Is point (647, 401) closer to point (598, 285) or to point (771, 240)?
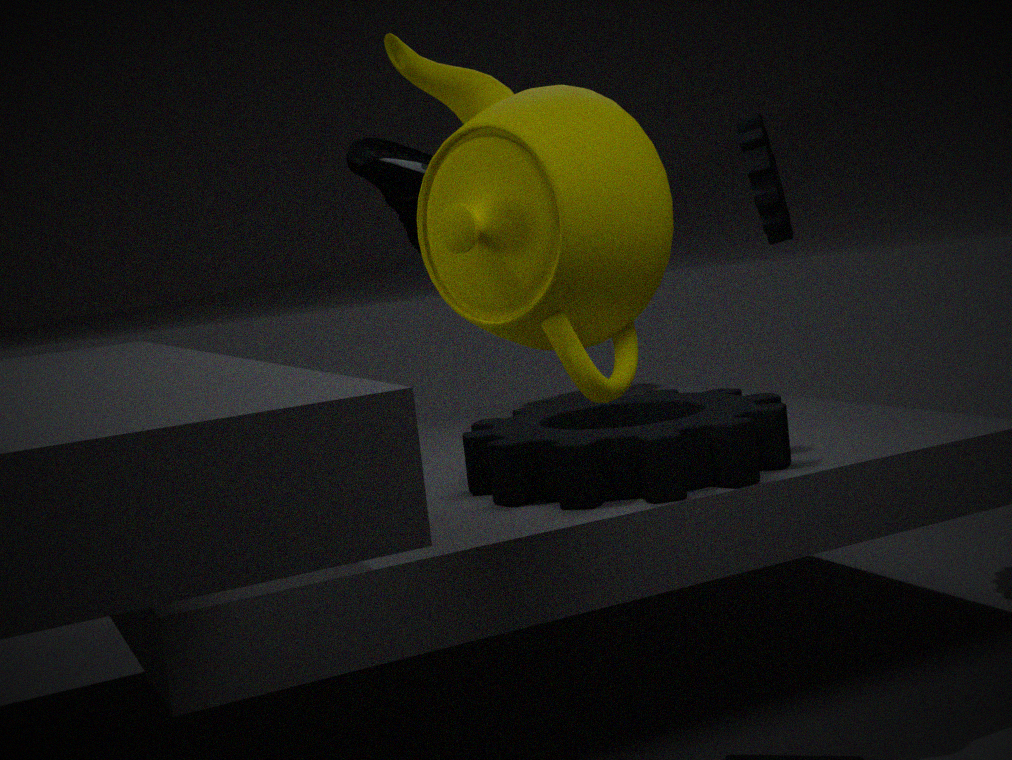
point (598, 285)
